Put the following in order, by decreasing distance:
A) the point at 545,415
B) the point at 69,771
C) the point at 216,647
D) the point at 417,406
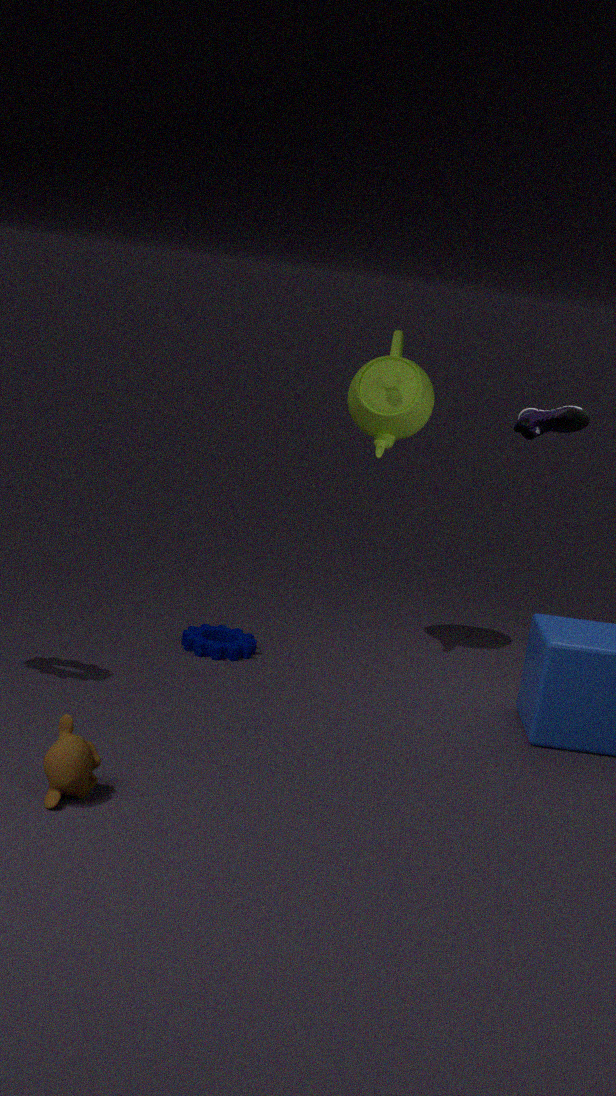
the point at 417,406 → the point at 216,647 → the point at 545,415 → the point at 69,771
